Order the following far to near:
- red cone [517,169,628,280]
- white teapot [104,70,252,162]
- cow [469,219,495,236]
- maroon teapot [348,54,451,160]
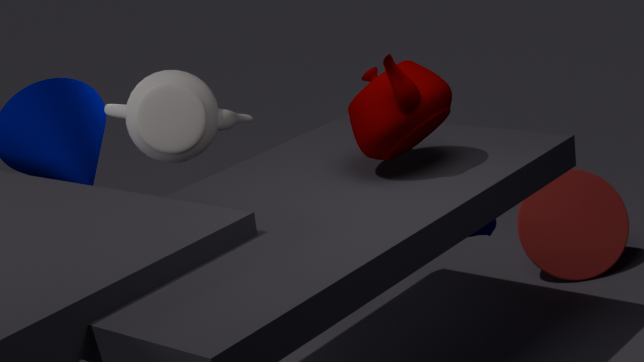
red cone [517,169,628,280] → white teapot [104,70,252,162] → cow [469,219,495,236] → maroon teapot [348,54,451,160]
